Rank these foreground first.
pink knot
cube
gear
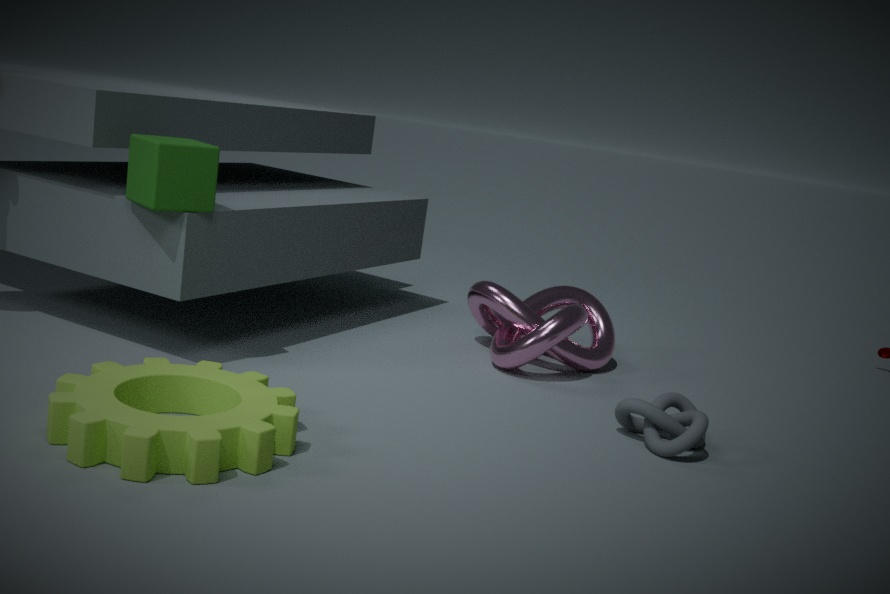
gear, cube, pink knot
